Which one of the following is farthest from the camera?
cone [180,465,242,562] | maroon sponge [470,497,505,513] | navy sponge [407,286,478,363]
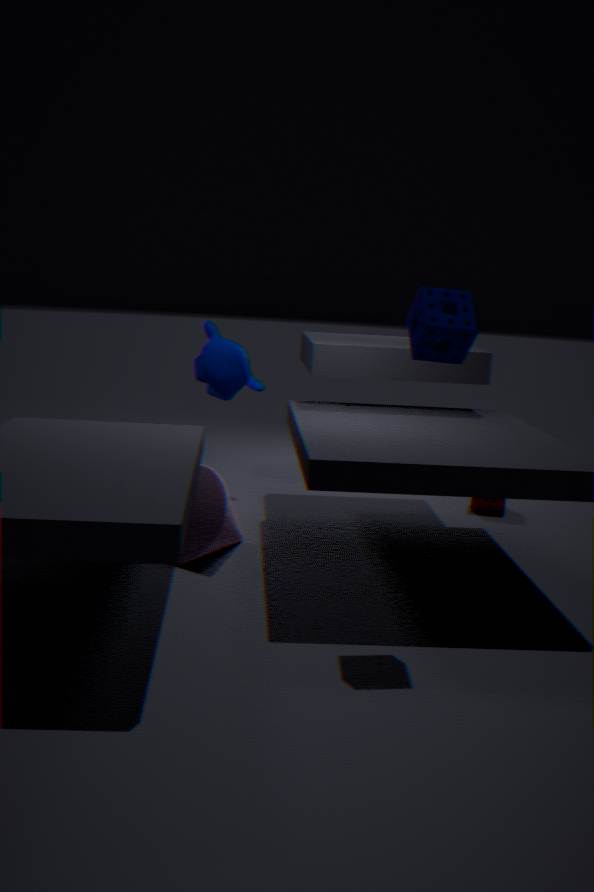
maroon sponge [470,497,505,513]
